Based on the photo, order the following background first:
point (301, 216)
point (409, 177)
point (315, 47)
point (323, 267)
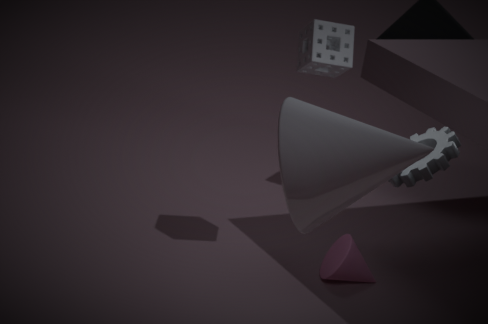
point (323, 267), point (315, 47), point (409, 177), point (301, 216)
